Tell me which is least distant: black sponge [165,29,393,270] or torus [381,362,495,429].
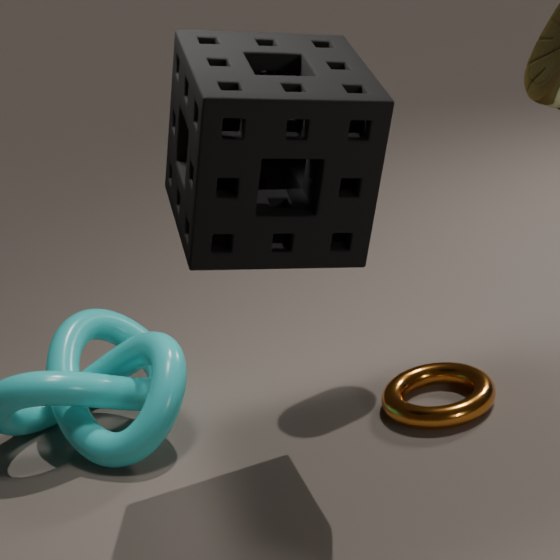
black sponge [165,29,393,270]
